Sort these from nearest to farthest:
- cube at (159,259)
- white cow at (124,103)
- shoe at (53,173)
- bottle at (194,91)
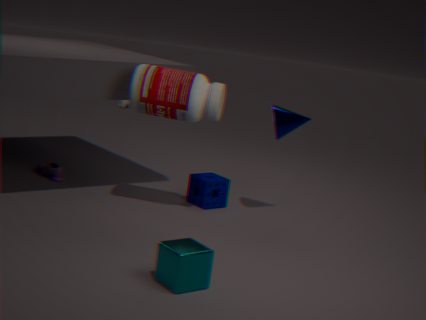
cube at (159,259), bottle at (194,91), shoe at (53,173), white cow at (124,103)
